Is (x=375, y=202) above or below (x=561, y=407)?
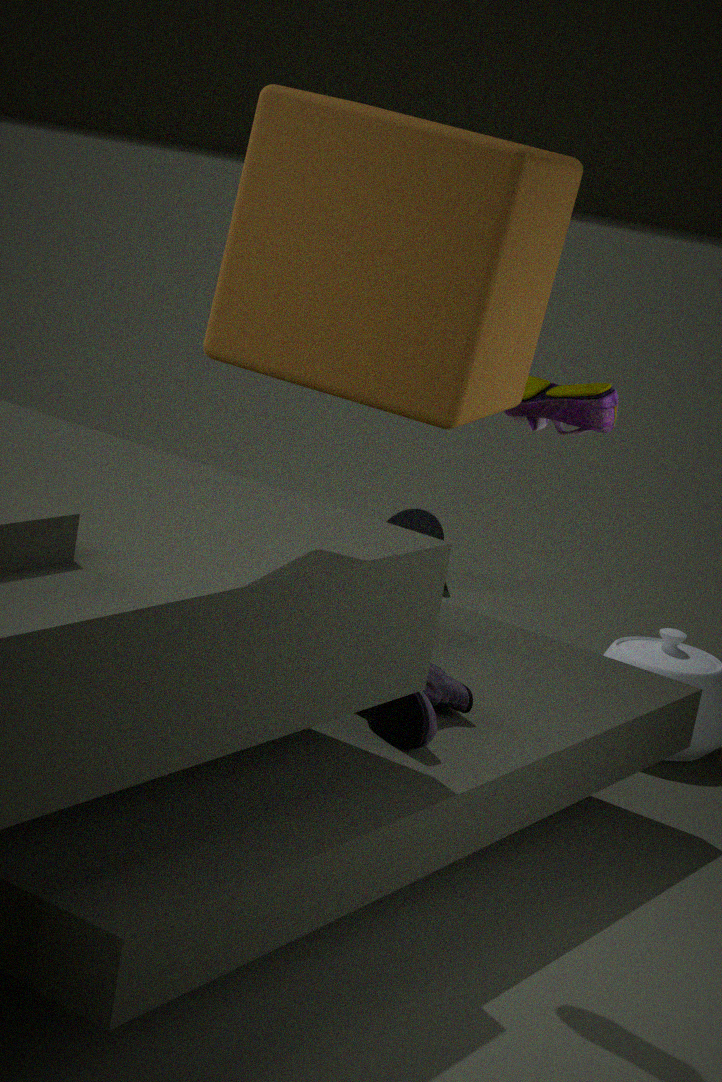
above
